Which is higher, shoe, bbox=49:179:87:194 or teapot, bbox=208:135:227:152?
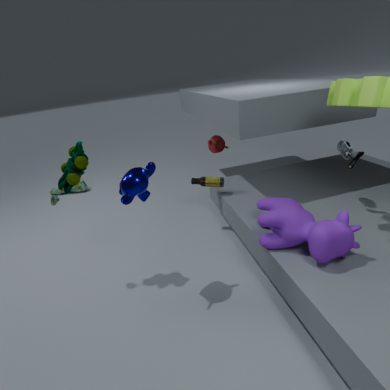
teapot, bbox=208:135:227:152
